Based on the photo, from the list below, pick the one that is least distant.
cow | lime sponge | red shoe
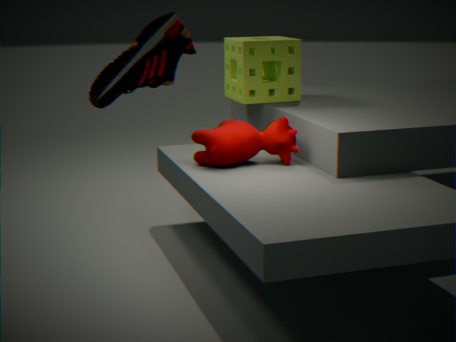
red shoe
